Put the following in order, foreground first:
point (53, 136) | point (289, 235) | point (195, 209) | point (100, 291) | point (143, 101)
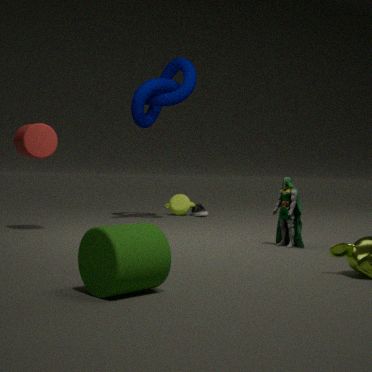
point (100, 291) < point (289, 235) < point (53, 136) < point (143, 101) < point (195, 209)
